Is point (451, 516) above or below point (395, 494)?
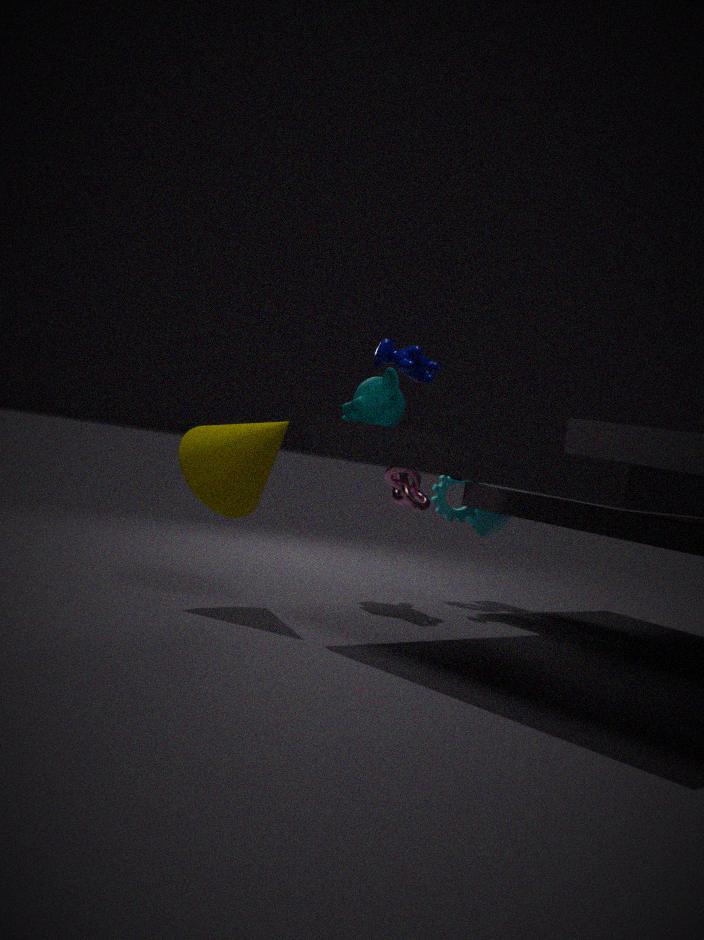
below
